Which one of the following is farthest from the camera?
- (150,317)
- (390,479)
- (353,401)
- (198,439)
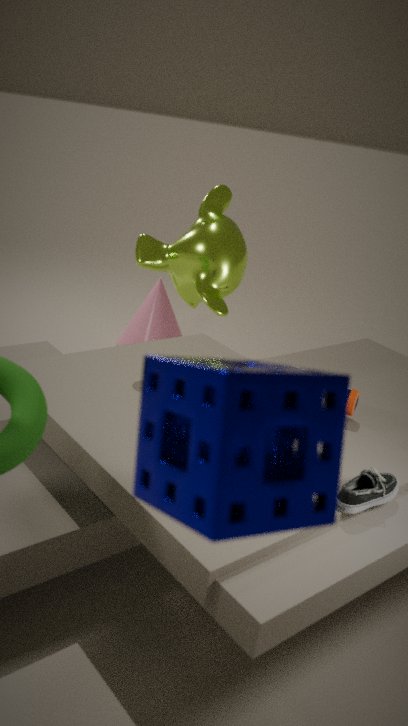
(150,317)
